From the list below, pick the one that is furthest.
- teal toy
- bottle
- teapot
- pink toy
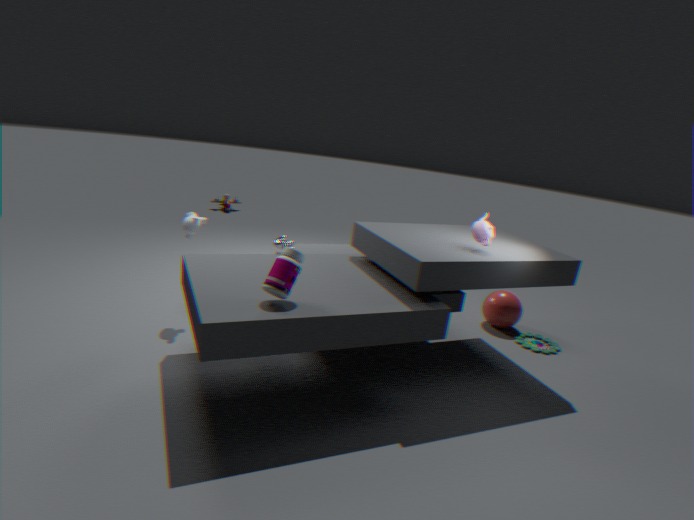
pink toy
